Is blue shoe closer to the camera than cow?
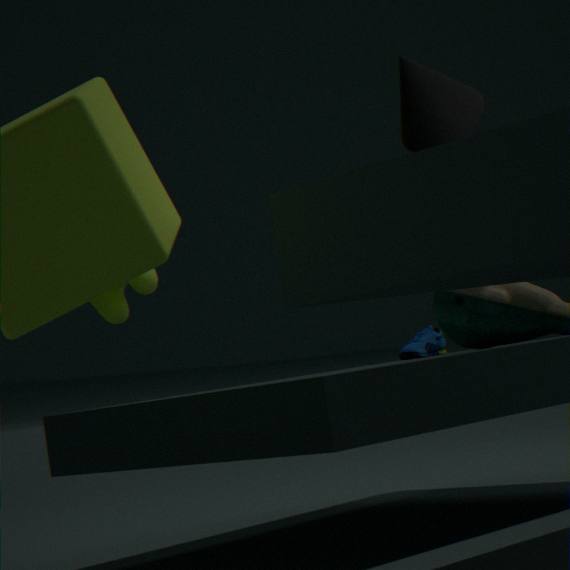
No
